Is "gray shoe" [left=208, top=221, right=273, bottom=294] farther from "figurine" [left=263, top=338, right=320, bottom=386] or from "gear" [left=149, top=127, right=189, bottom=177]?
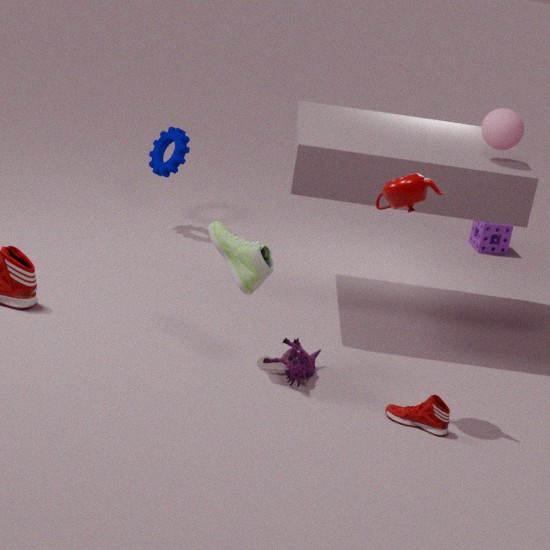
"gear" [left=149, top=127, right=189, bottom=177]
